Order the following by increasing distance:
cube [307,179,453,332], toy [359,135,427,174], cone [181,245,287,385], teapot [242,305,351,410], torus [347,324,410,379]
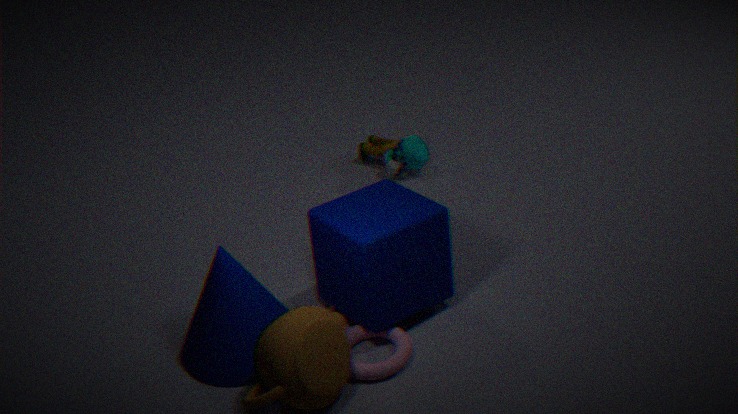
teapot [242,305,351,410]
torus [347,324,410,379]
cube [307,179,453,332]
cone [181,245,287,385]
toy [359,135,427,174]
